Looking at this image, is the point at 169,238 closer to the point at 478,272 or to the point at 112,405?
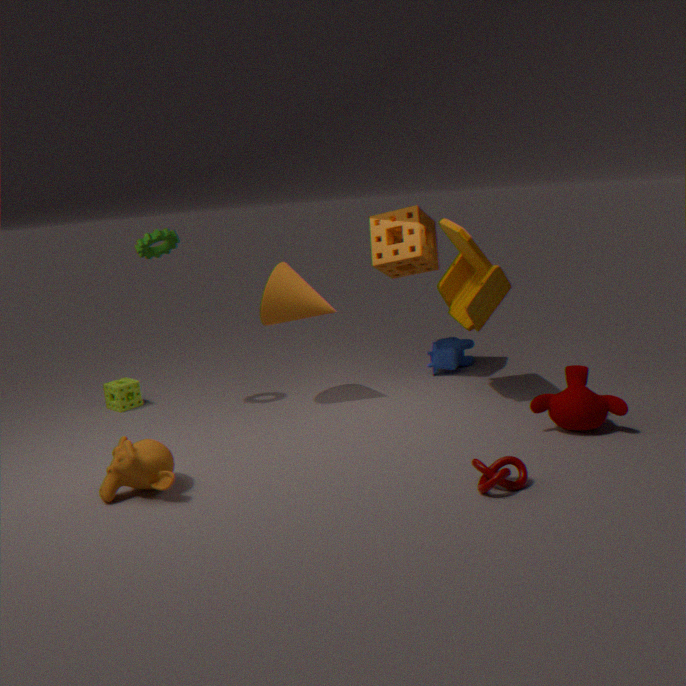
the point at 112,405
